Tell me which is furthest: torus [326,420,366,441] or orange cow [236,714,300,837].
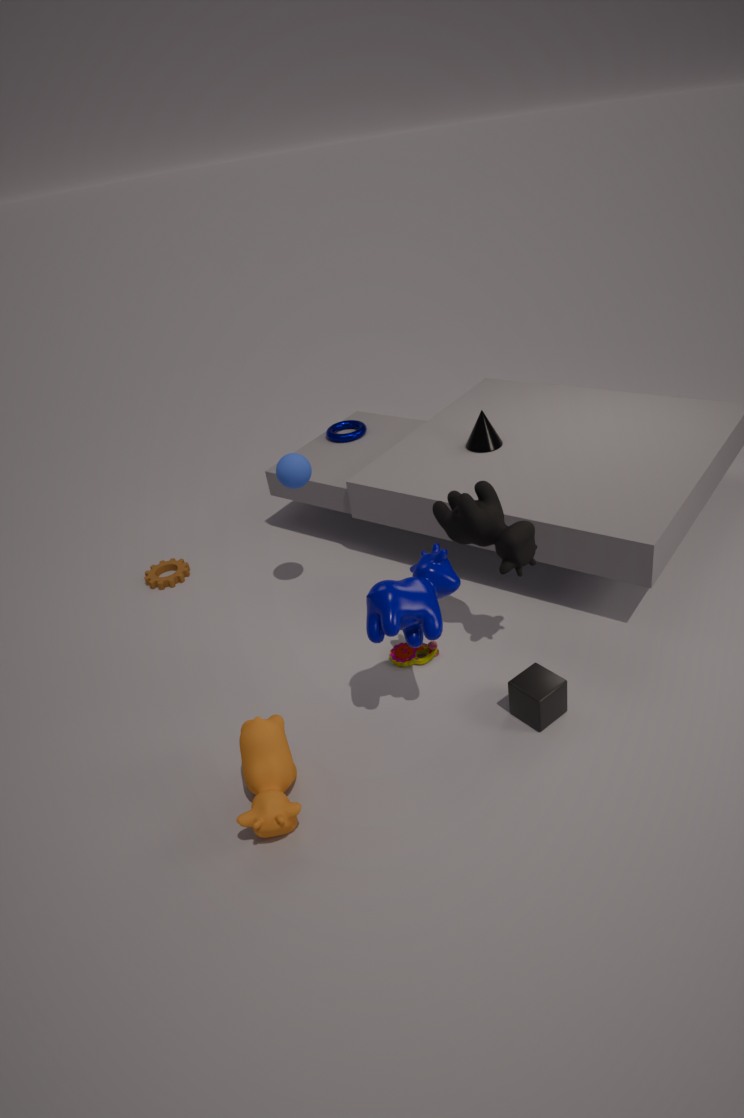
torus [326,420,366,441]
